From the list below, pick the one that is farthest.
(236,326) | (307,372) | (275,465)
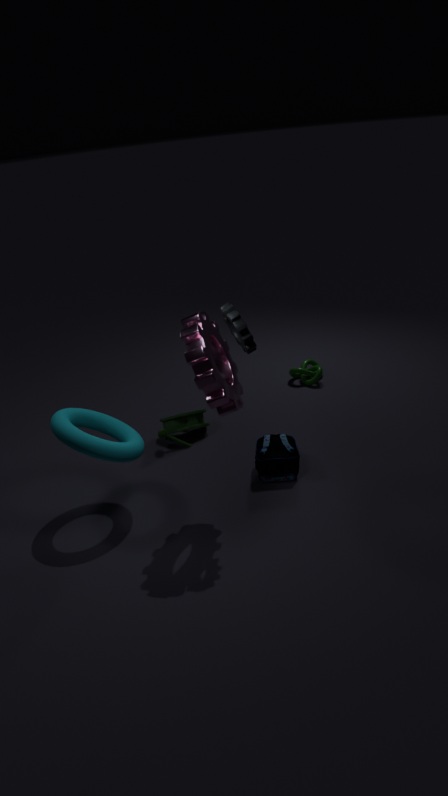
(307,372)
